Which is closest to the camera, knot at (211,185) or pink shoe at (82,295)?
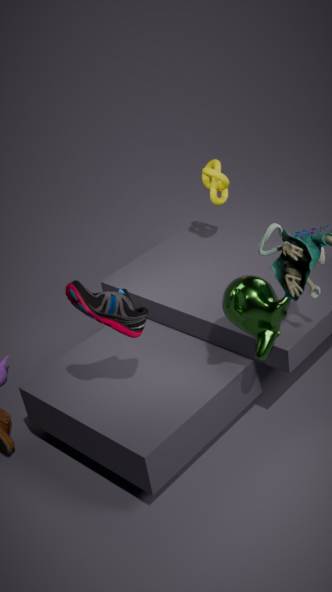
pink shoe at (82,295)
